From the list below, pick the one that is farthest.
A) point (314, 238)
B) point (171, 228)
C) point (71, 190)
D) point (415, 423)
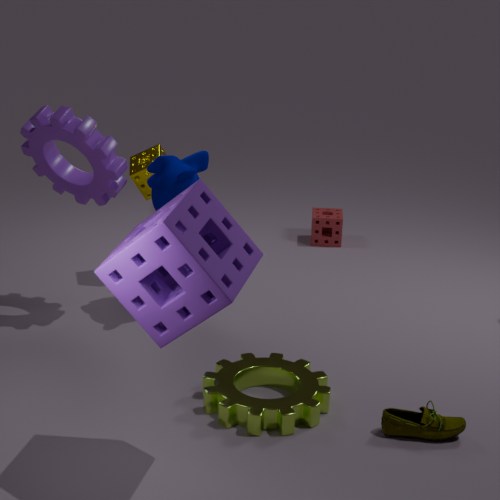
point (314, 238)
